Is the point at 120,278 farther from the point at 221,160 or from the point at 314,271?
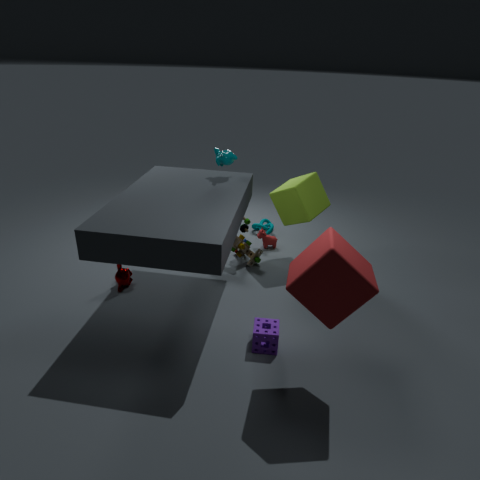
the point at 314,271
